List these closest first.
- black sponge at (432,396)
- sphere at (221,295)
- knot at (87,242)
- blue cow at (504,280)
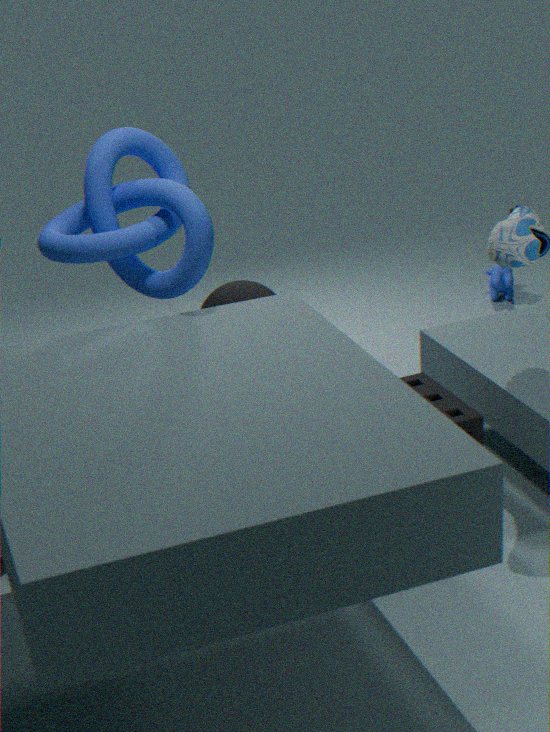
black sponge at (432,396)
knot at (87,242)
sphere at (221,295)
blue cow at (504,280)
